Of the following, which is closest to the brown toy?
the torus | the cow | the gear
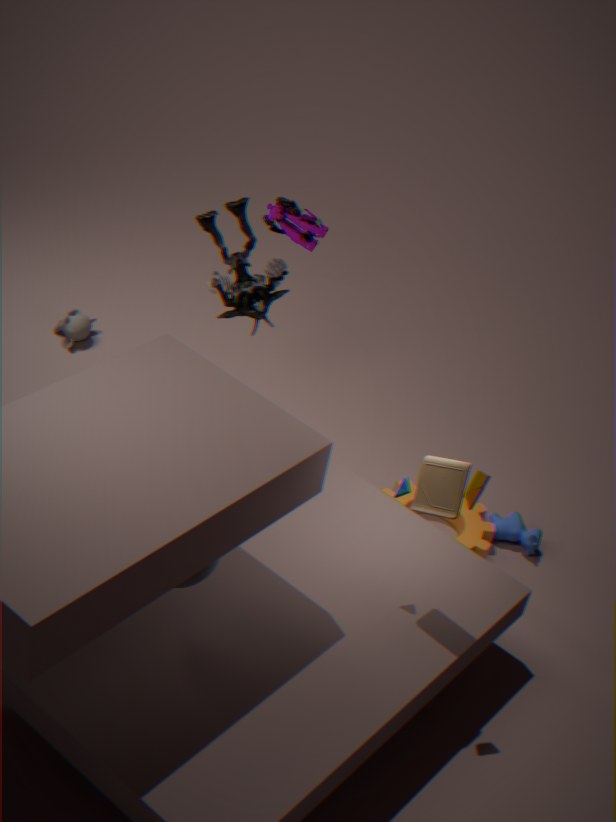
the torus
